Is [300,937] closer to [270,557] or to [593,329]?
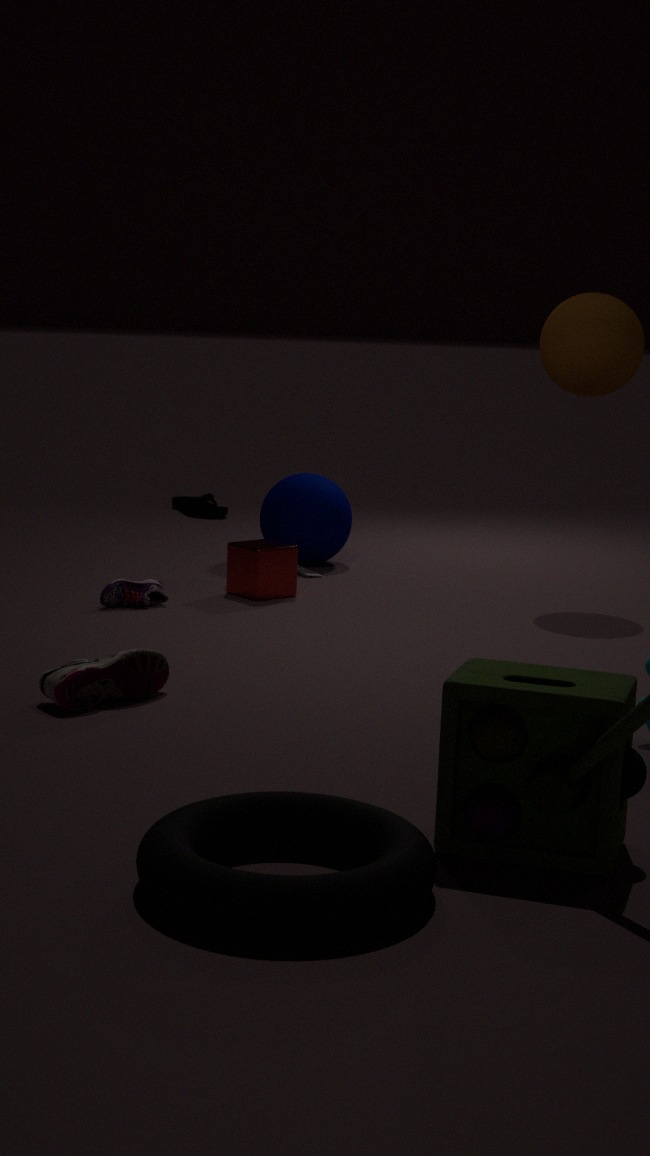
[270,557]
